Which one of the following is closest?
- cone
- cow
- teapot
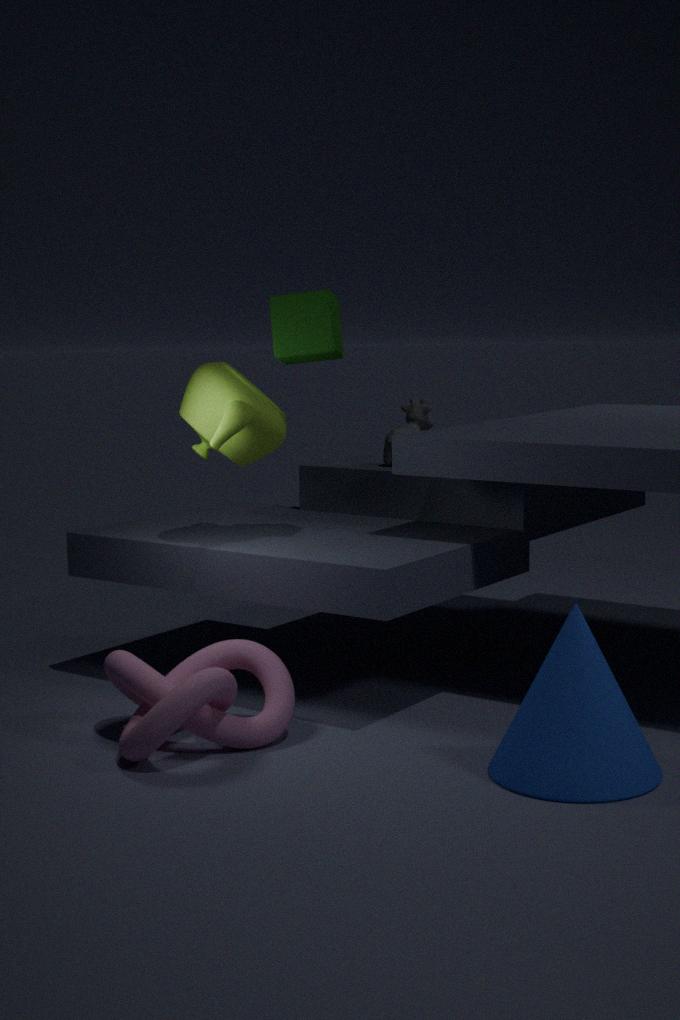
cone
